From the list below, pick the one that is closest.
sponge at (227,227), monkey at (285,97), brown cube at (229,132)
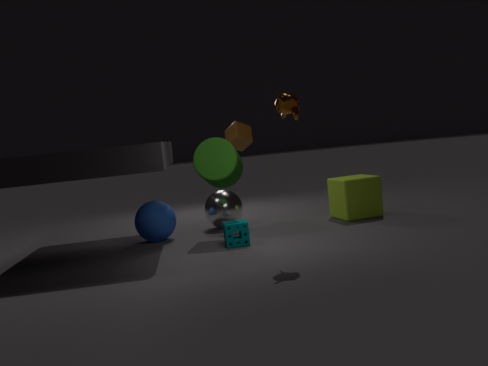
monkey at (285,97)
